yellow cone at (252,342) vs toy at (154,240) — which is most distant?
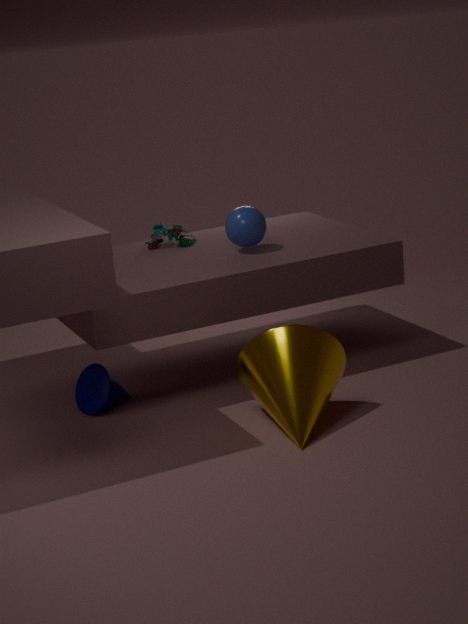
toy at (154,240)
